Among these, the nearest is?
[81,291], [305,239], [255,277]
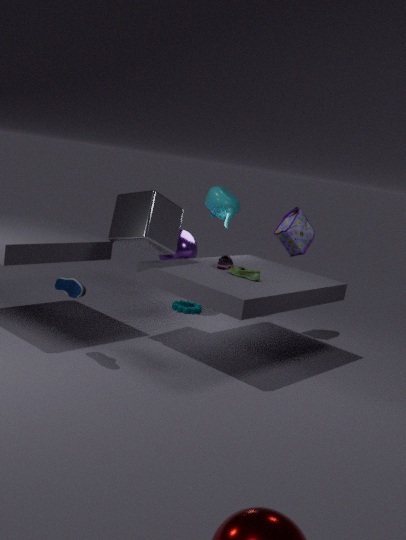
[81,291]
